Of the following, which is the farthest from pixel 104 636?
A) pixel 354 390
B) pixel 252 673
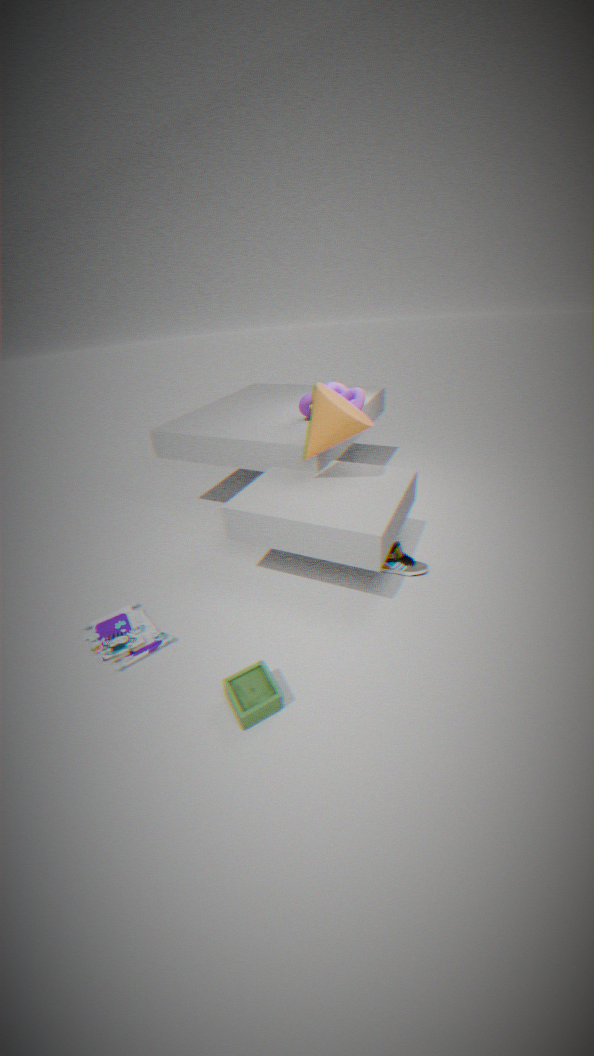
pixel 354 390
